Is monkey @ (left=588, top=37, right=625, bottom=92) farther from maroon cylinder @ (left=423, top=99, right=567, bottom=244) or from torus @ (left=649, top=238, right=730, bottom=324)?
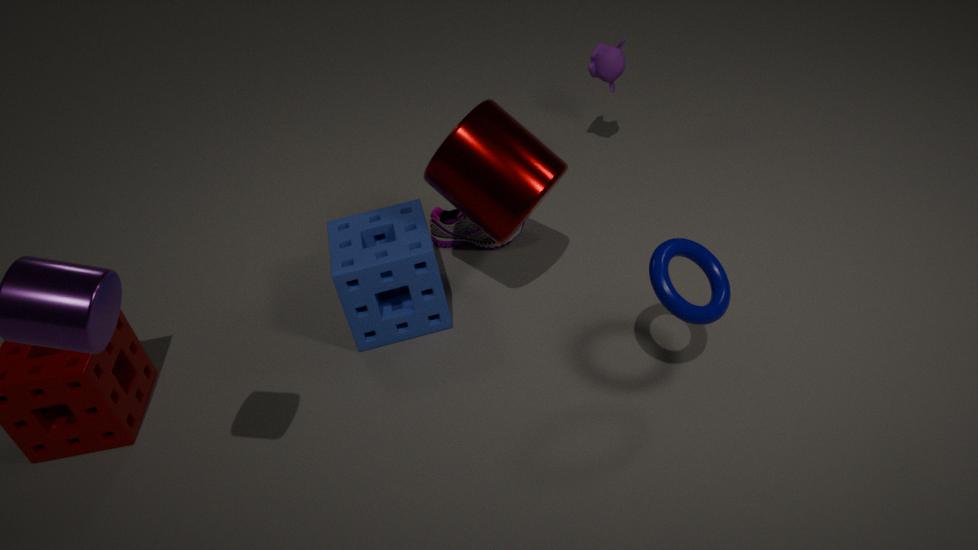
torus @ (left=649, top=238, right=730, bottom=324)
